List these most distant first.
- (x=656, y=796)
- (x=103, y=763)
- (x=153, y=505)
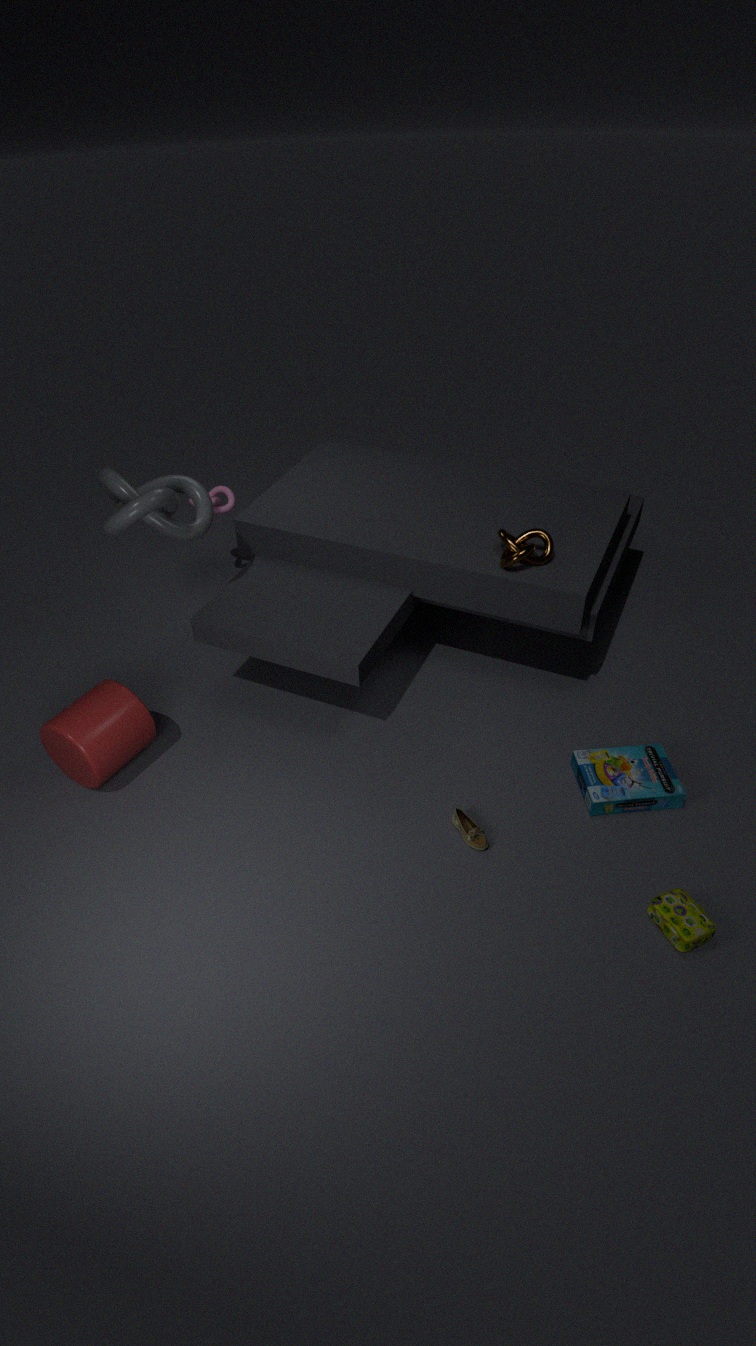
(x=103, y=763) < (x=153, y=505) < (x=656, y=796)
